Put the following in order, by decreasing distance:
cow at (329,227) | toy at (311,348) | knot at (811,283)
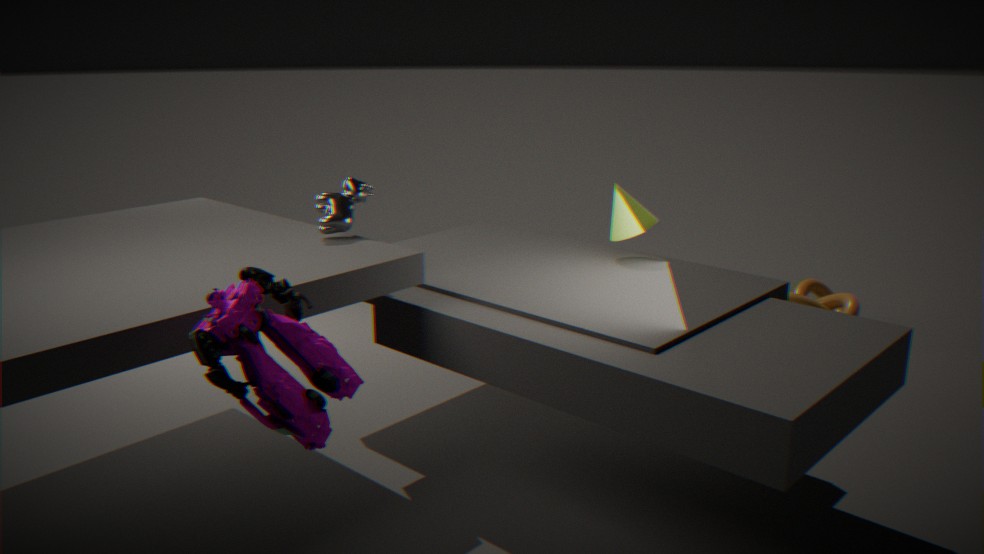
knot at (811,283) < cow at (329,227) < toy at (311,348)
